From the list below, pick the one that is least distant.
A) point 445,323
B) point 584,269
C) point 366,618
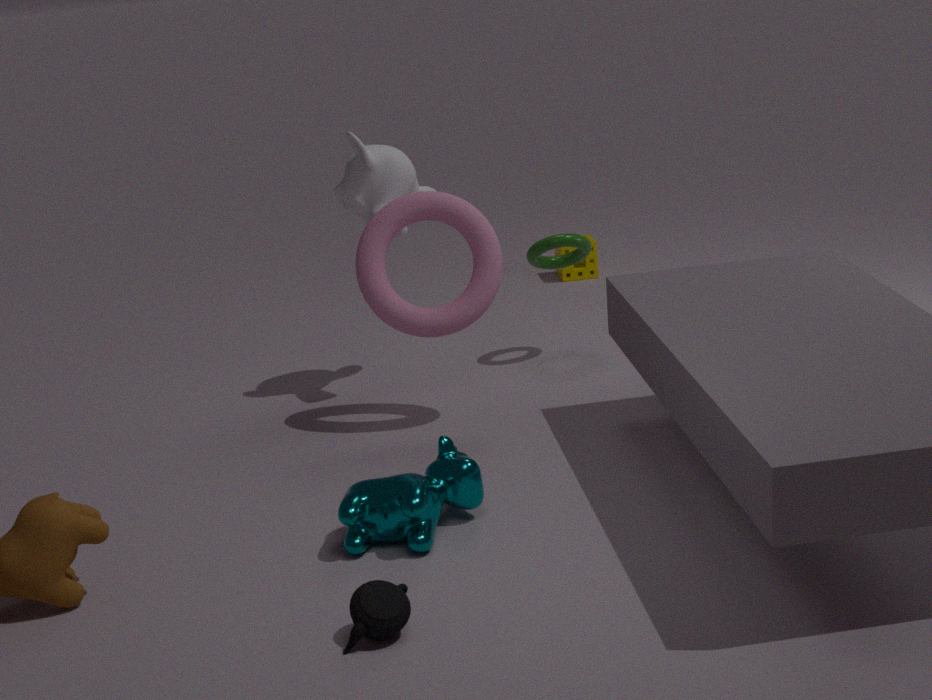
point 366,618
